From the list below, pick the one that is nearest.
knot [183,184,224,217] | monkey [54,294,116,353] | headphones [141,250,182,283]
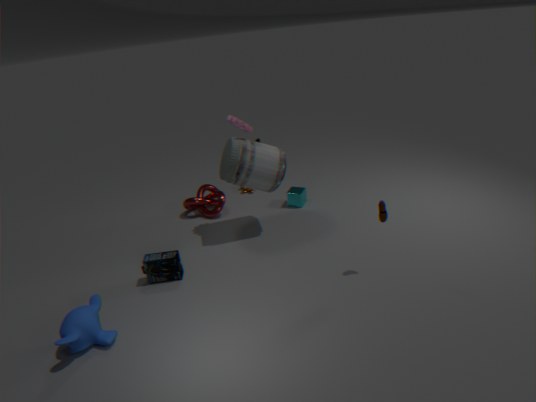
monkey [54,294,116,353]
